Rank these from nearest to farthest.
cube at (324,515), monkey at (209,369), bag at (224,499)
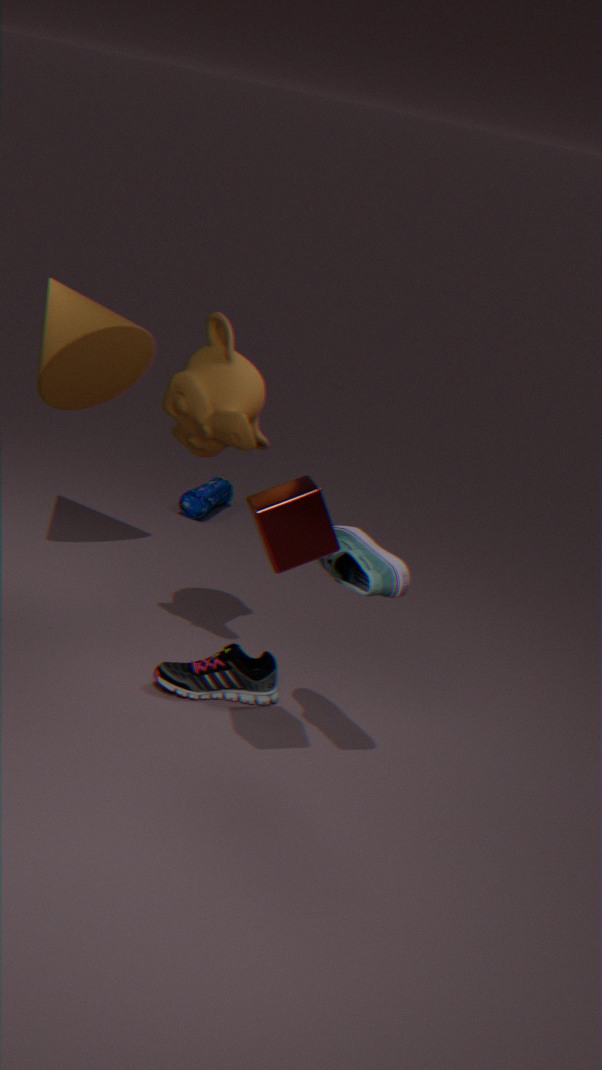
1. cube at (324,515)
2. monkey at (209,369)
3. bag at (224,499)
